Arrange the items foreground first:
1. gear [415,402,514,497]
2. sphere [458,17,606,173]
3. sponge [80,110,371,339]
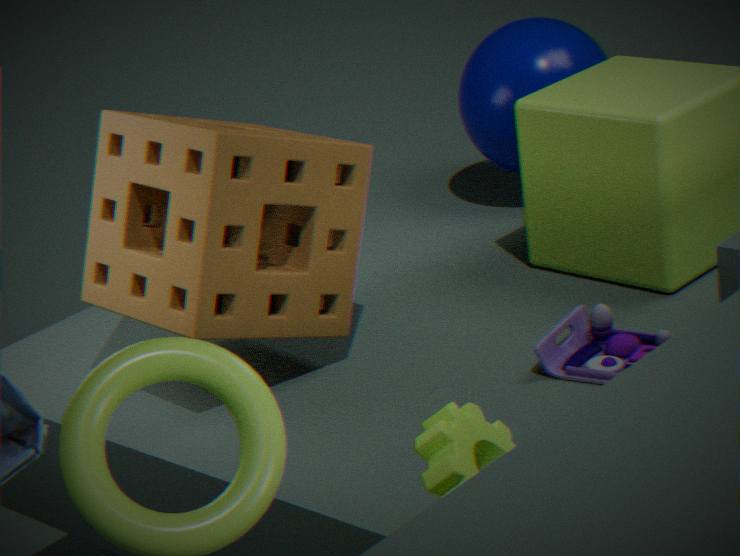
gear [415,402,514,497]
sponge [80,110,371,339]
sphere [458,17,606,173]
